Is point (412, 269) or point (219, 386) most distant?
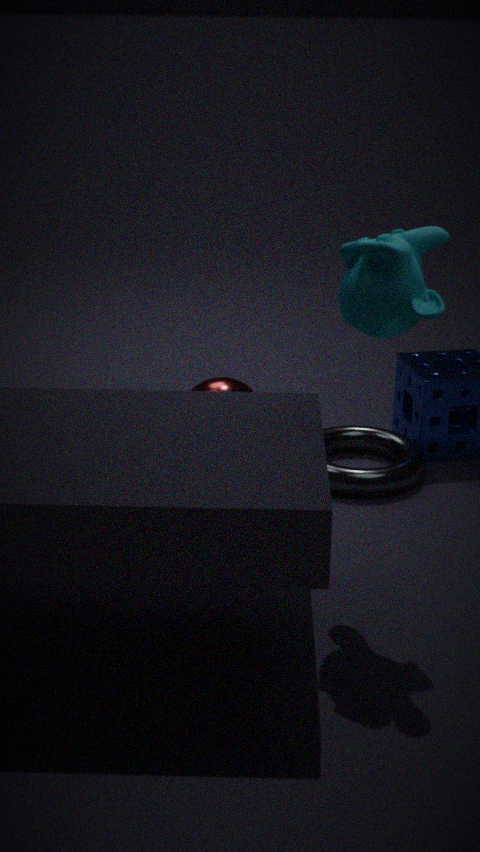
point (219, 386)
